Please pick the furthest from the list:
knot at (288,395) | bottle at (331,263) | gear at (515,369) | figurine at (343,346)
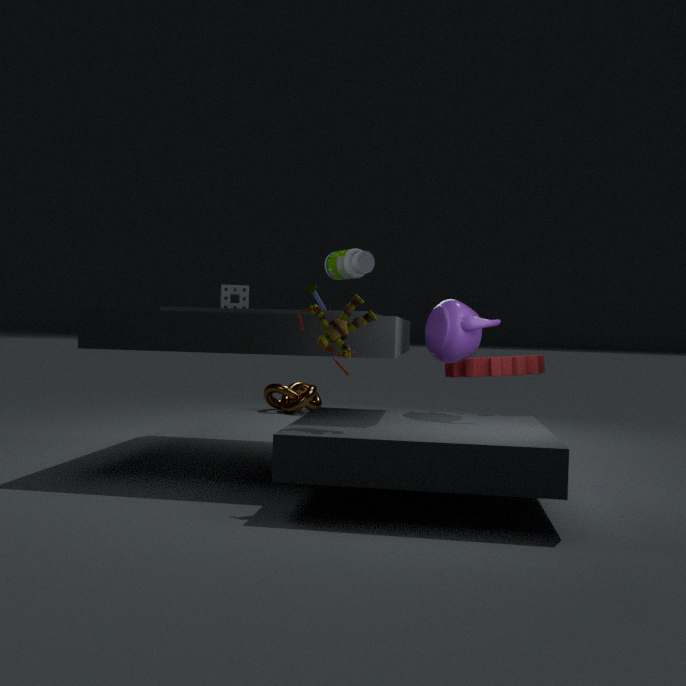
knot at (288,395)
